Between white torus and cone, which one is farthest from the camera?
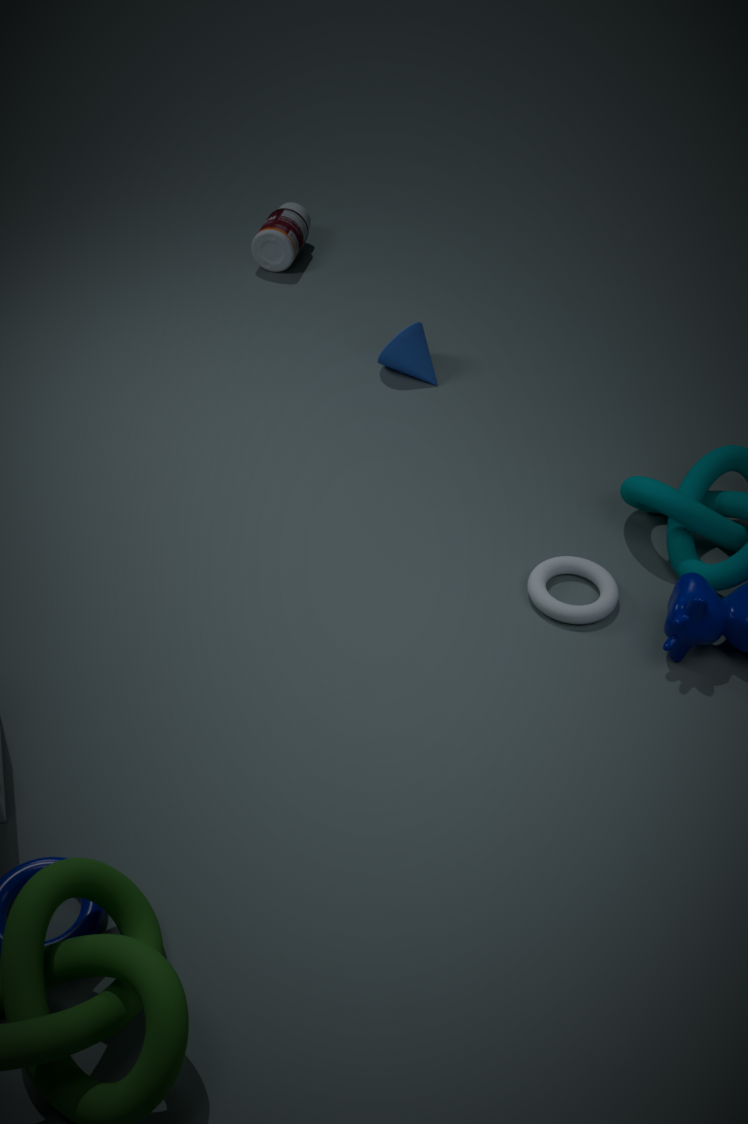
cone
